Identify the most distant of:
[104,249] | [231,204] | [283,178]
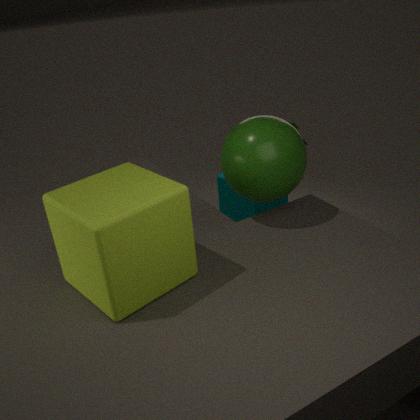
[231,204]
